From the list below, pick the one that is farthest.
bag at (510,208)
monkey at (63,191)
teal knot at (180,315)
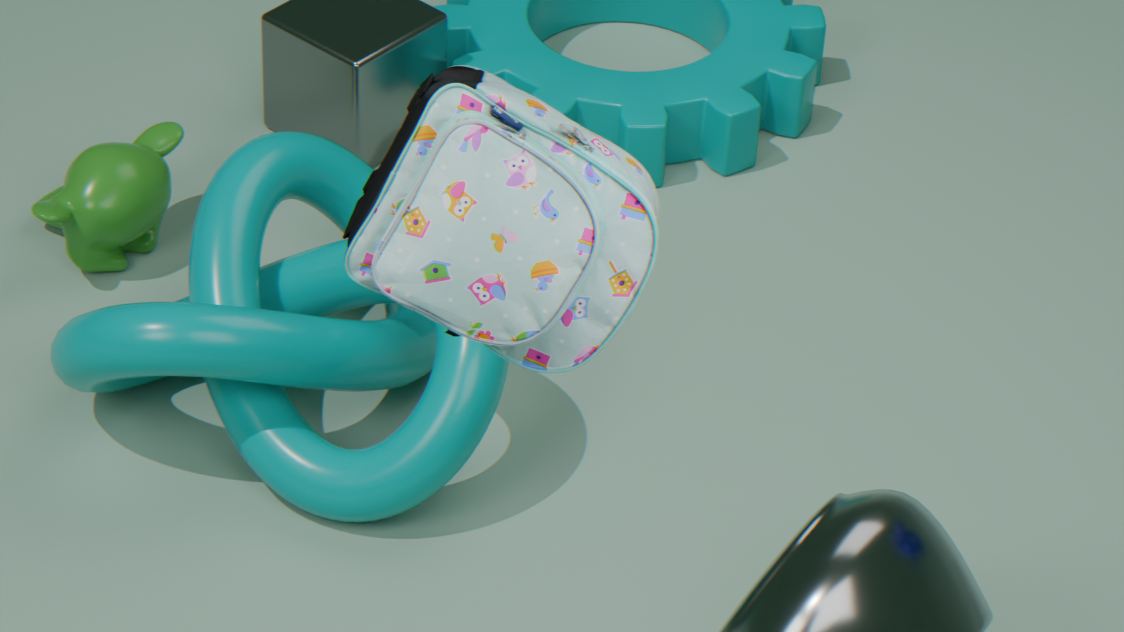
monkey at (63,191)
